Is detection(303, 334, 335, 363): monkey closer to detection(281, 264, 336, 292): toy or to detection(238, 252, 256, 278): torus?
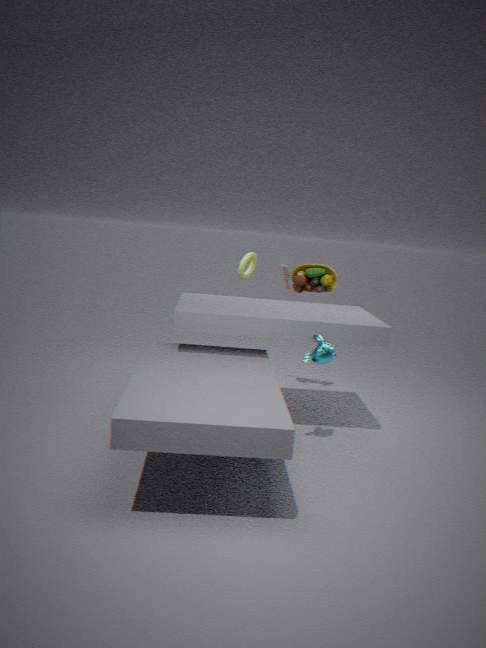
detection(281, 264, 336, 292): toy
